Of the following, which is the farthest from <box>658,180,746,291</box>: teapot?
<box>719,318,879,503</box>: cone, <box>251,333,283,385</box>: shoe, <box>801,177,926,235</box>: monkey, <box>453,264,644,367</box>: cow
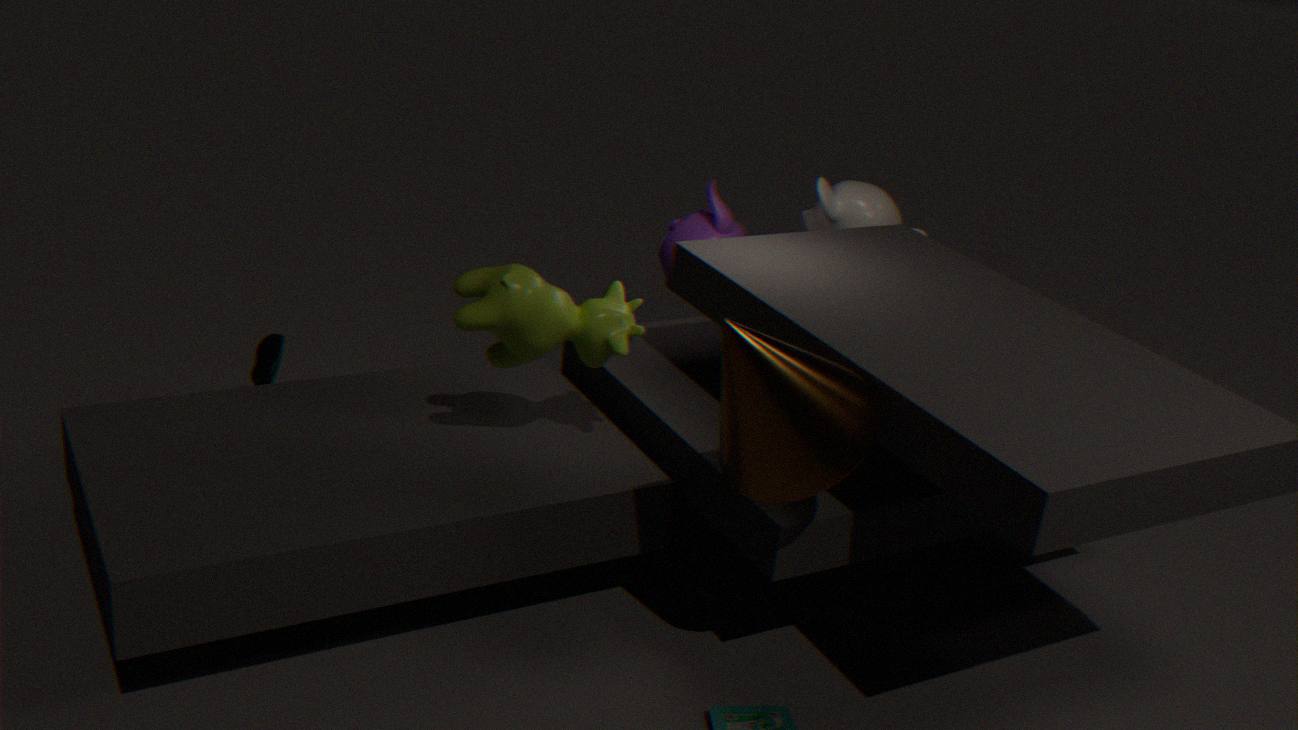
<box>251,333,283,385</box>: shoe
